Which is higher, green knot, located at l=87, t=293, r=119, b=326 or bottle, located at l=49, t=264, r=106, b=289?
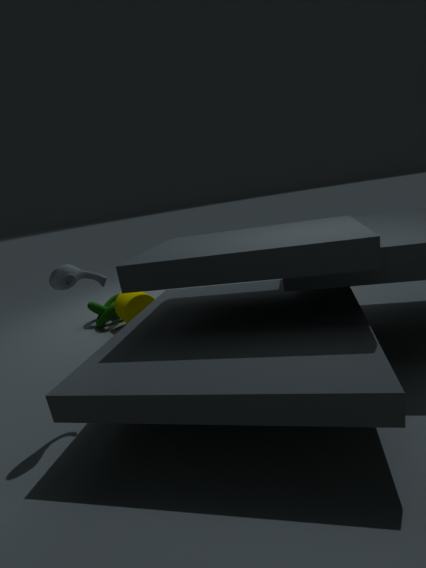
bottle, located at l=49, t=264, r=106, b=289
